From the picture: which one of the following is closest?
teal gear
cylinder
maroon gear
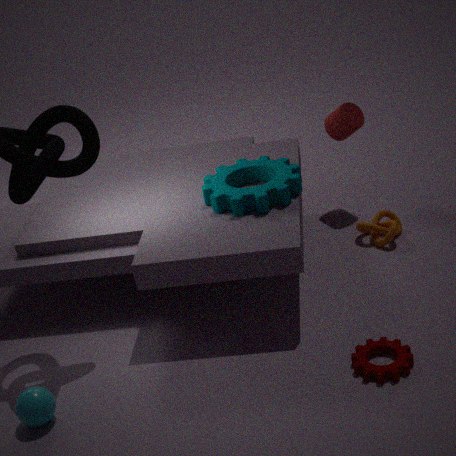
maroon gear
